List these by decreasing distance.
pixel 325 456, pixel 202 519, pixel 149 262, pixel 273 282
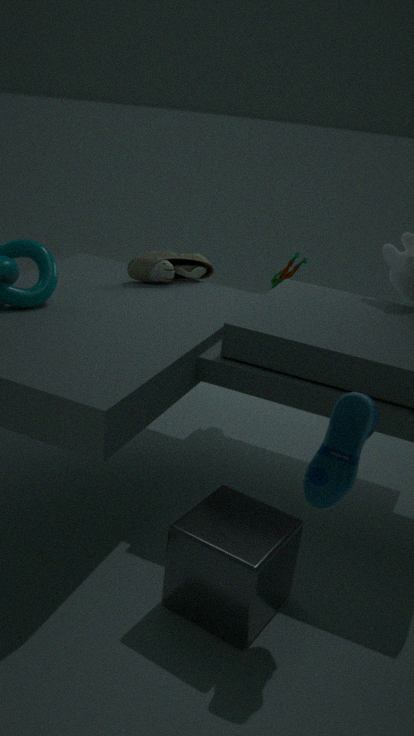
pixel 273 282, pixel 149 262, pixel 202 519, pixel 325 456
